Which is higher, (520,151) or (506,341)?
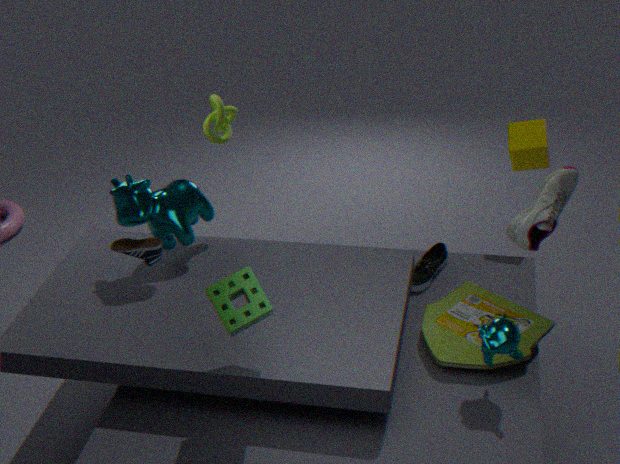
(520,151)
